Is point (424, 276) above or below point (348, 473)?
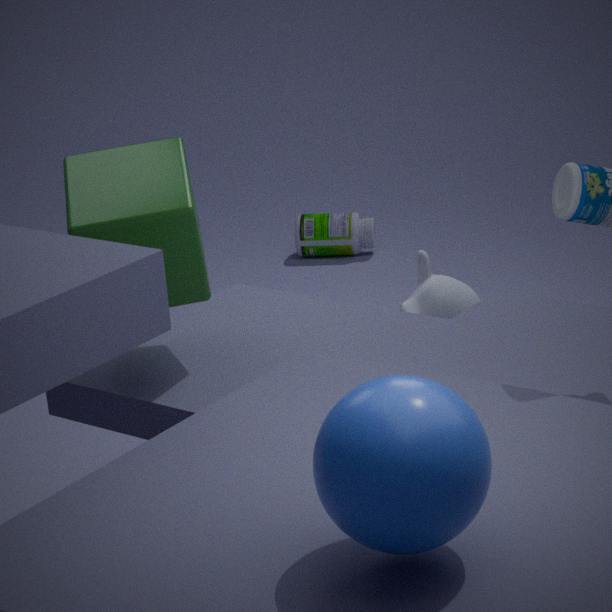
below
